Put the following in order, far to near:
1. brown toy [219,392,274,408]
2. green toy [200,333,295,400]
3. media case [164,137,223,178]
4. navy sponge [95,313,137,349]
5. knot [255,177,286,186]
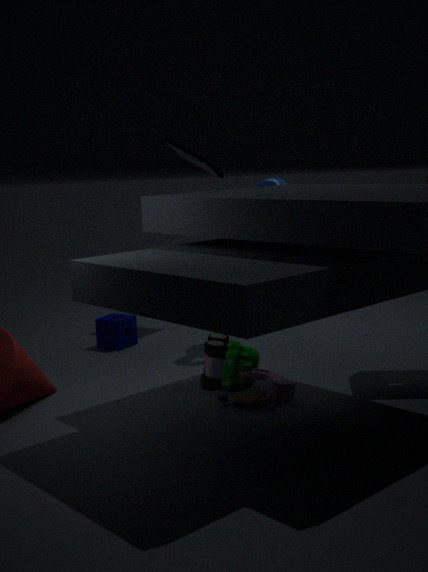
media case [164,137,223,178] < navy sponge [95,313,137,349] < knot [255,177,286,186] < green toy [200,333,295,400] < brown toy [219,392,274,408]
